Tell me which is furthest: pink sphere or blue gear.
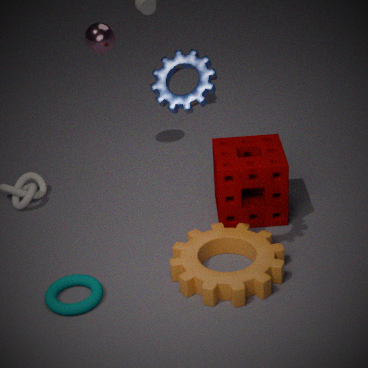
pink sphere
